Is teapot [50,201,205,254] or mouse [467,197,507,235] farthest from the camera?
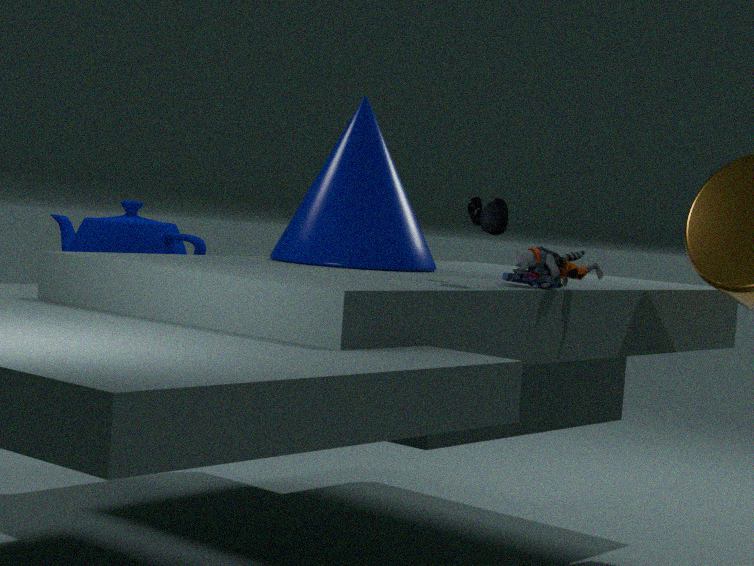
teapot [50,201,205,254]
